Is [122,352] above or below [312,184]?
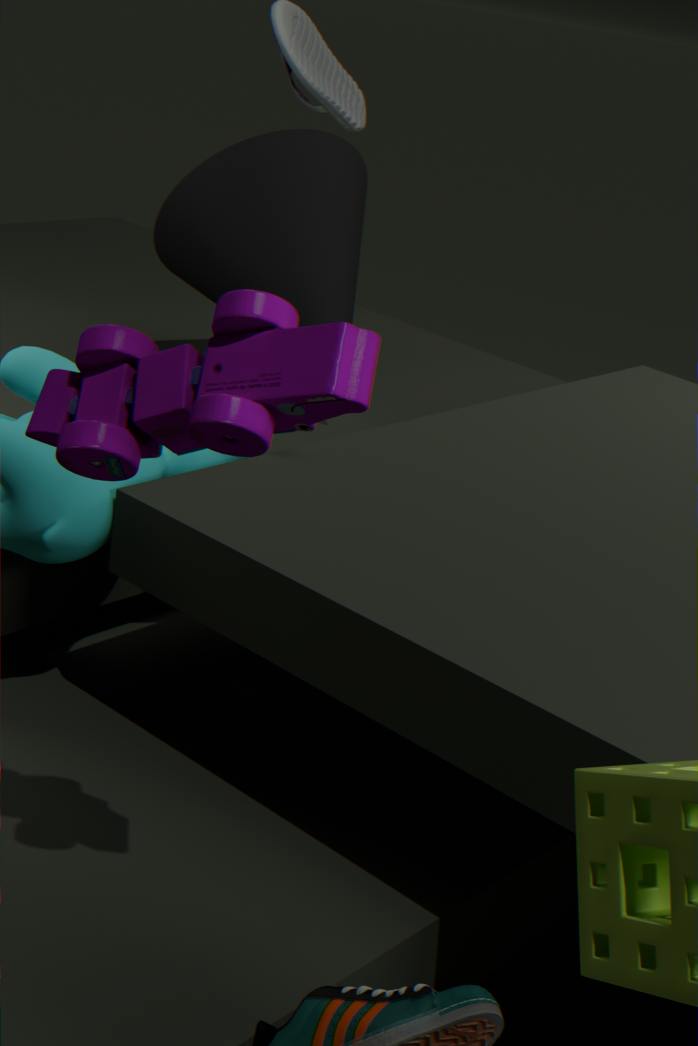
above
